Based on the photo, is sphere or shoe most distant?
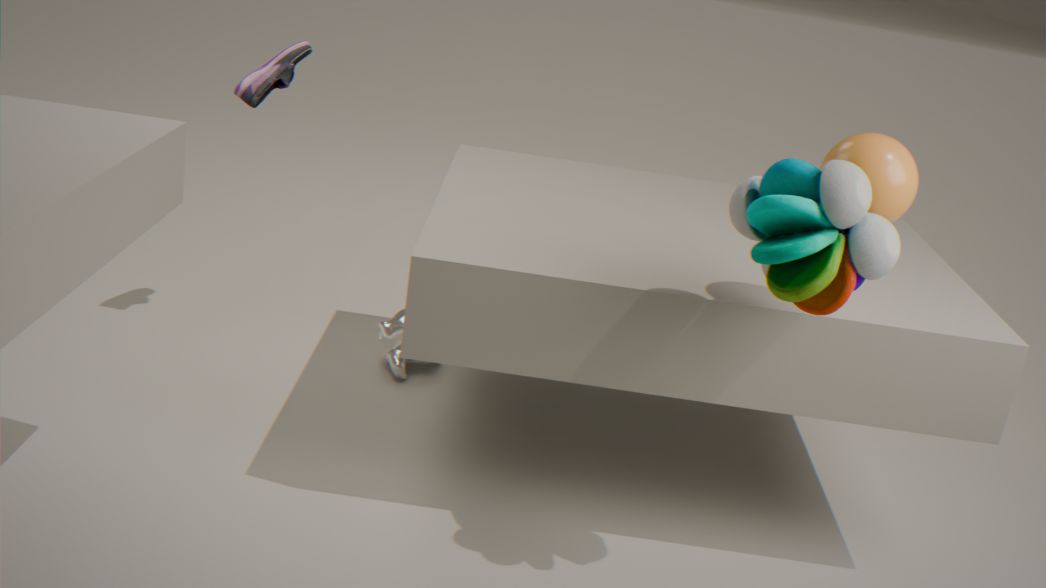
shoe
